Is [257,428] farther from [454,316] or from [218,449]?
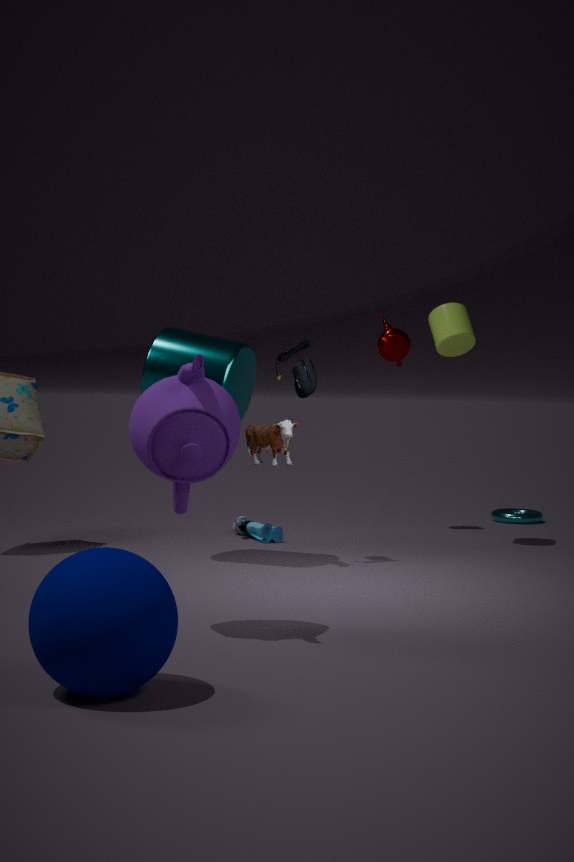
[218,449]
